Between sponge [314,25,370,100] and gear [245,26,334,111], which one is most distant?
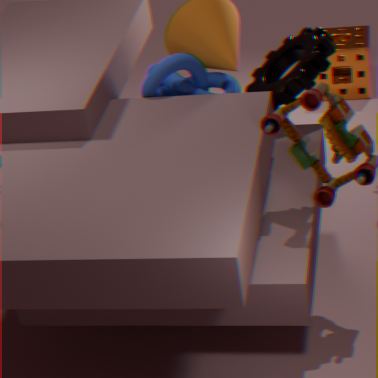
sponge [314,25,370,100]
